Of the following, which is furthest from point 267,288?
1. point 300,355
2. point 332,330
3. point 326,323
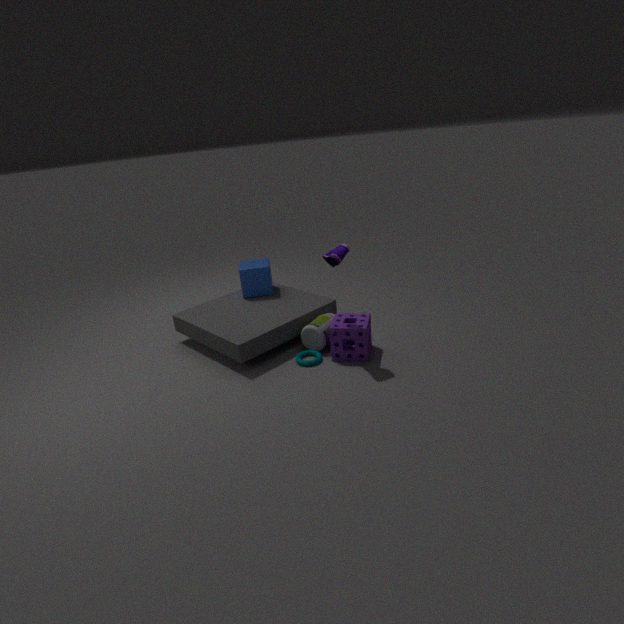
point 332,330
